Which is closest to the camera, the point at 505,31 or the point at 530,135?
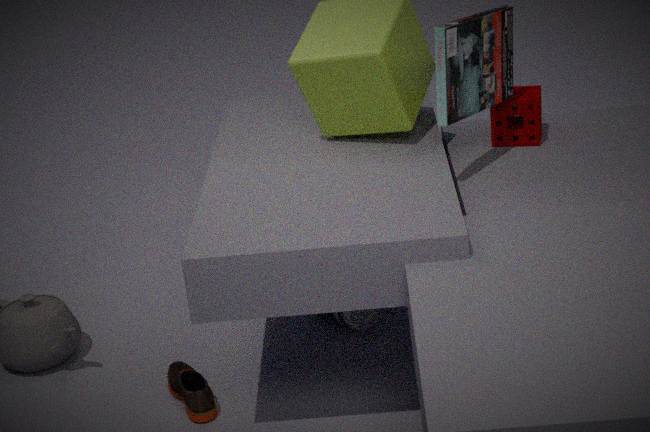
the point at 505,31
